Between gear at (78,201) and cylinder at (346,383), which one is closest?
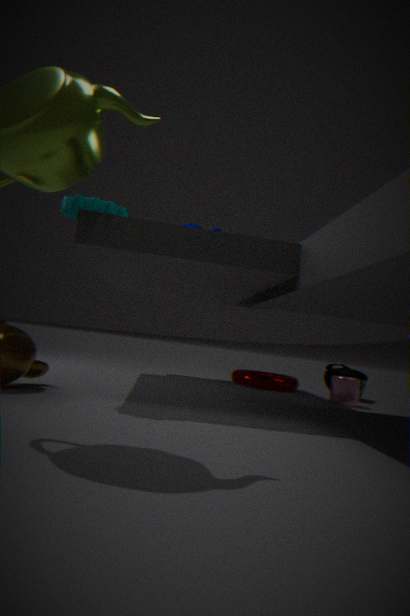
gear at (78,201)
